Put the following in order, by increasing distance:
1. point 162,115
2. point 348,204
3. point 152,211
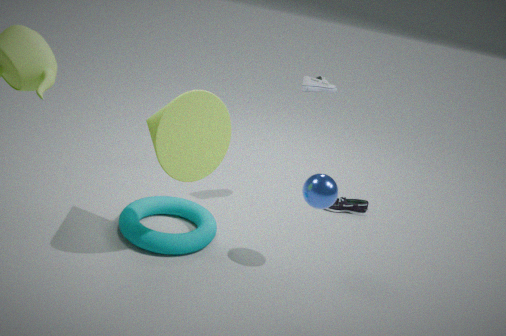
1. point 162,115
2. point 152,211
3. point 348,204
